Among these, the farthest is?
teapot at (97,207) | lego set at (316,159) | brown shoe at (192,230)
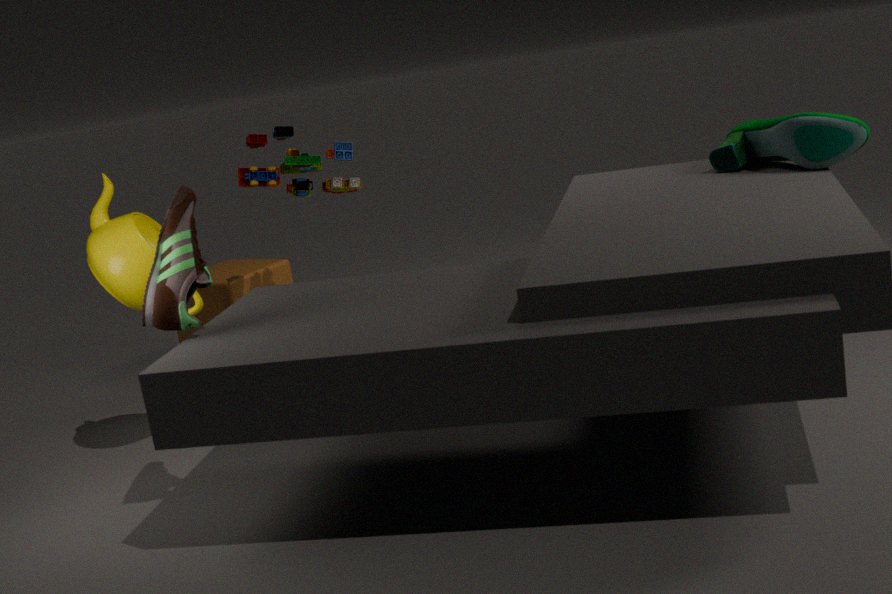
lego set at (316,159)
